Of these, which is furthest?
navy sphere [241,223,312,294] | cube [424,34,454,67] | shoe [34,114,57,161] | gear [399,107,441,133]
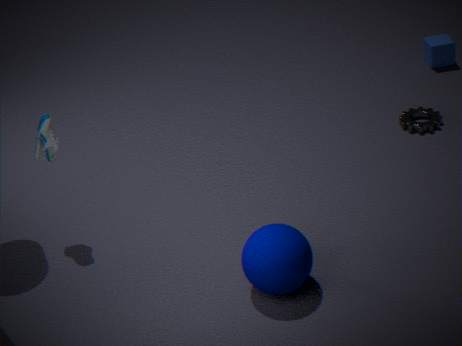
cube [424,34,454,67]
